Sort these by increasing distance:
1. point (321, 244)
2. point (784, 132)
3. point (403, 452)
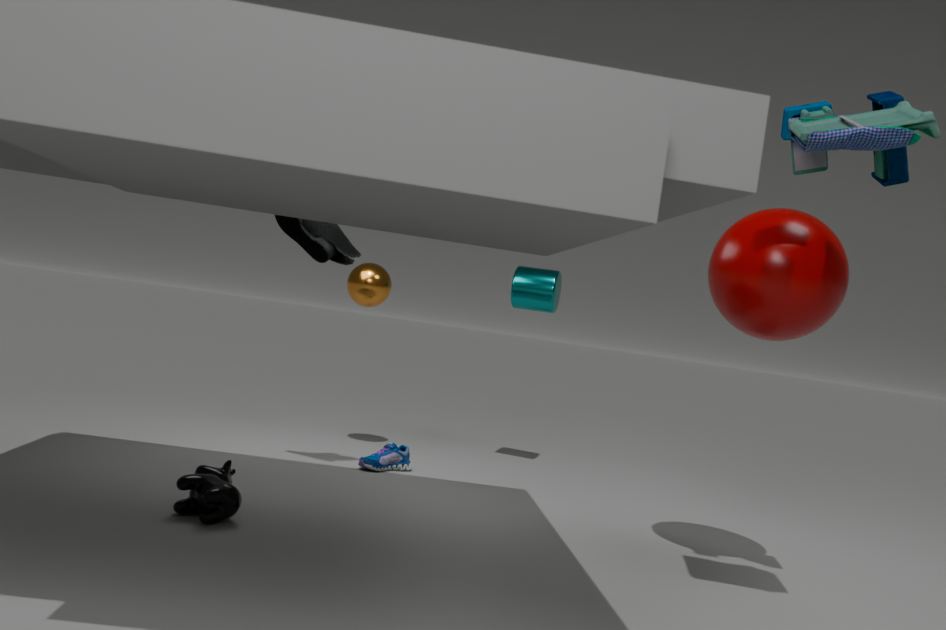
point (784, 132) < point (321, 244) < point (403, 452)
